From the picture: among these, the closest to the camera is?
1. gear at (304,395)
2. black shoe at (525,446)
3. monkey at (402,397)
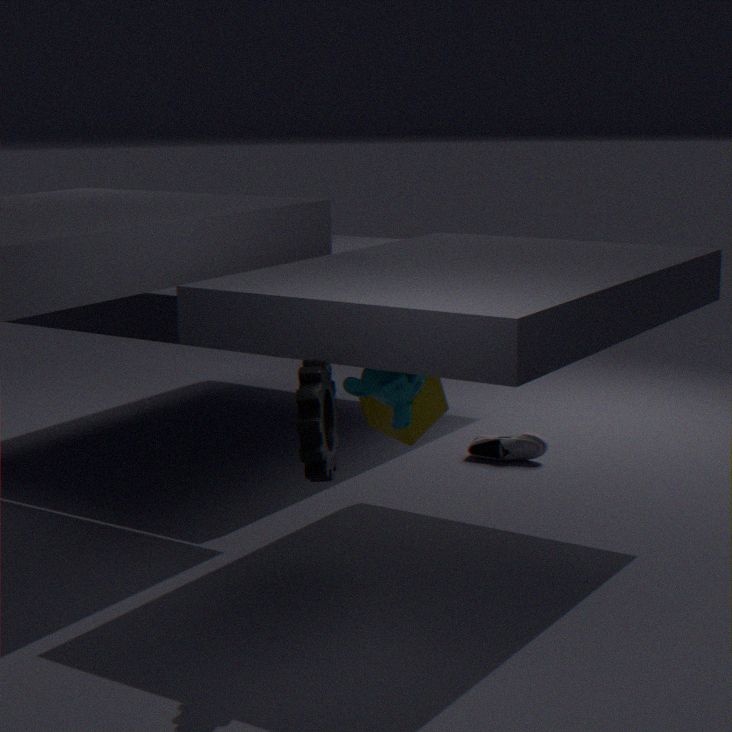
gear at (304,395)
